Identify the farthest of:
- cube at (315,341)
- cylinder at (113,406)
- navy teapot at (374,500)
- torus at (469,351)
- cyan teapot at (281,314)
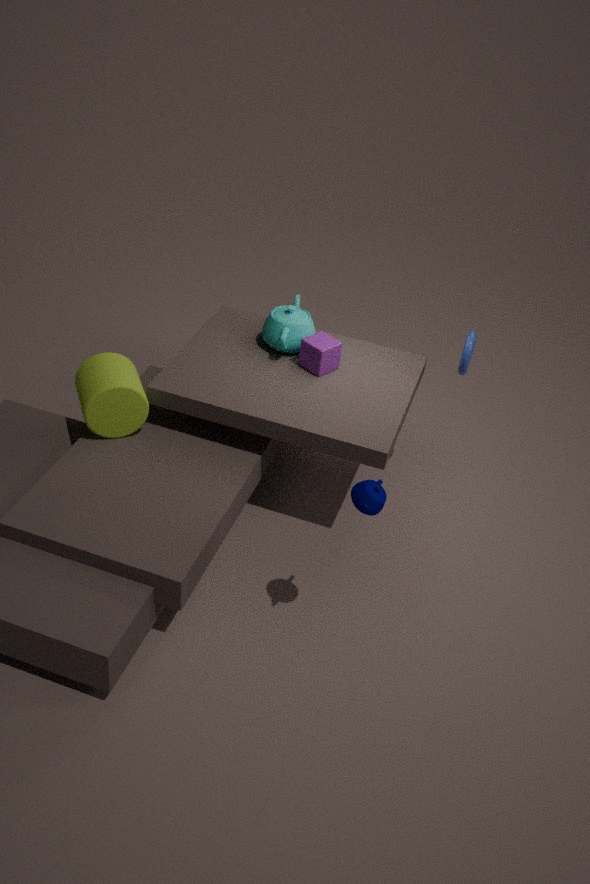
cyan teapot at (281,314)
